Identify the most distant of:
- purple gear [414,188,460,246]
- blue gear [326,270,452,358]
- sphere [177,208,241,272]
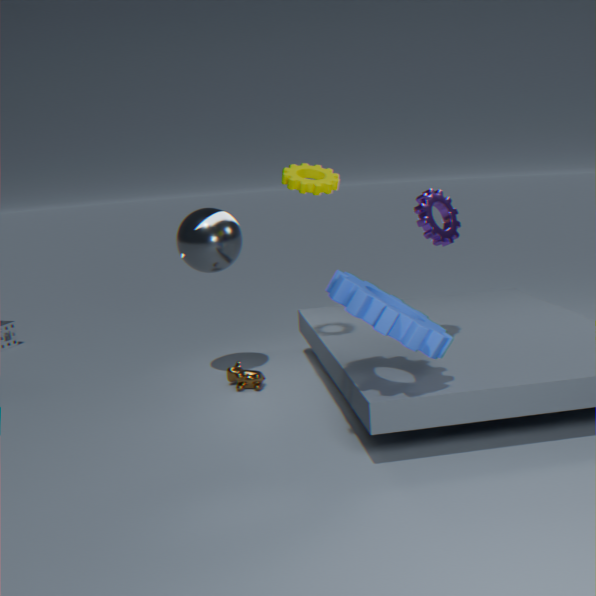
sphere [177,208,241,272]
